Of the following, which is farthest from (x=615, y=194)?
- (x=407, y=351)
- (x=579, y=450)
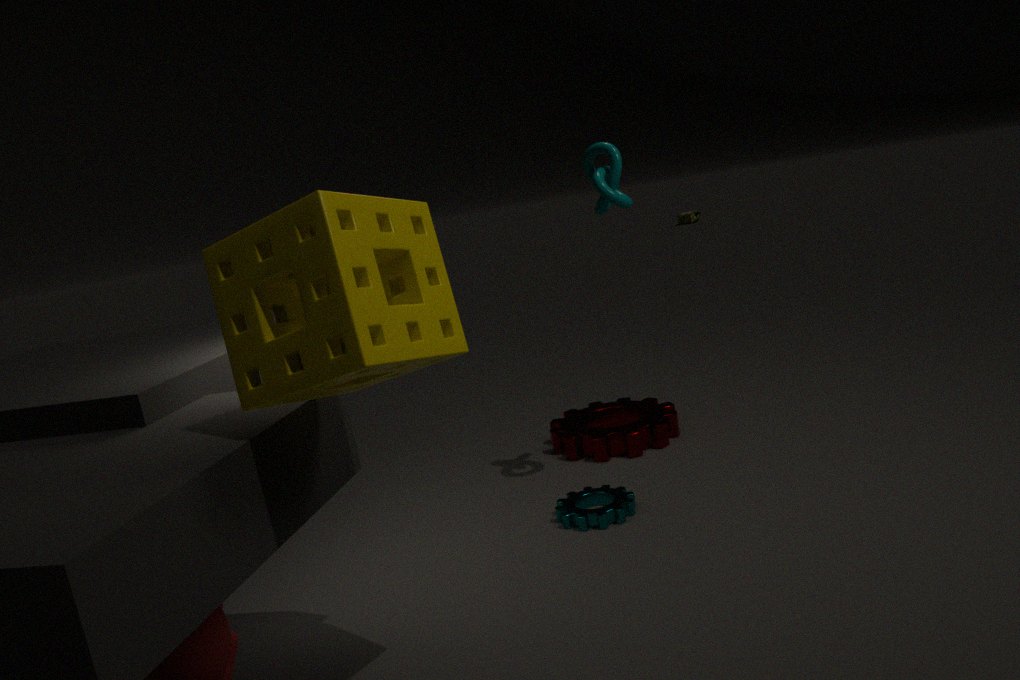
(x=407, y=351)
